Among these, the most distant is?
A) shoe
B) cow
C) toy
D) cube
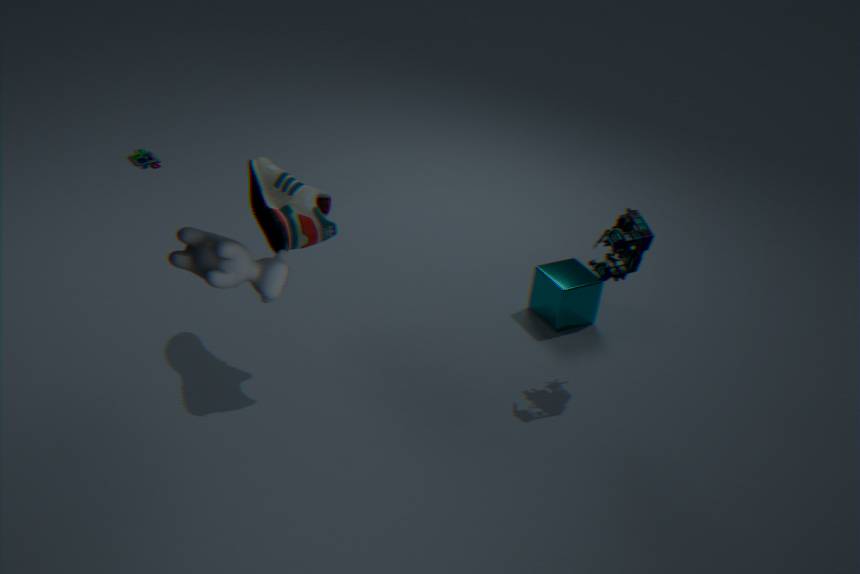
toy
